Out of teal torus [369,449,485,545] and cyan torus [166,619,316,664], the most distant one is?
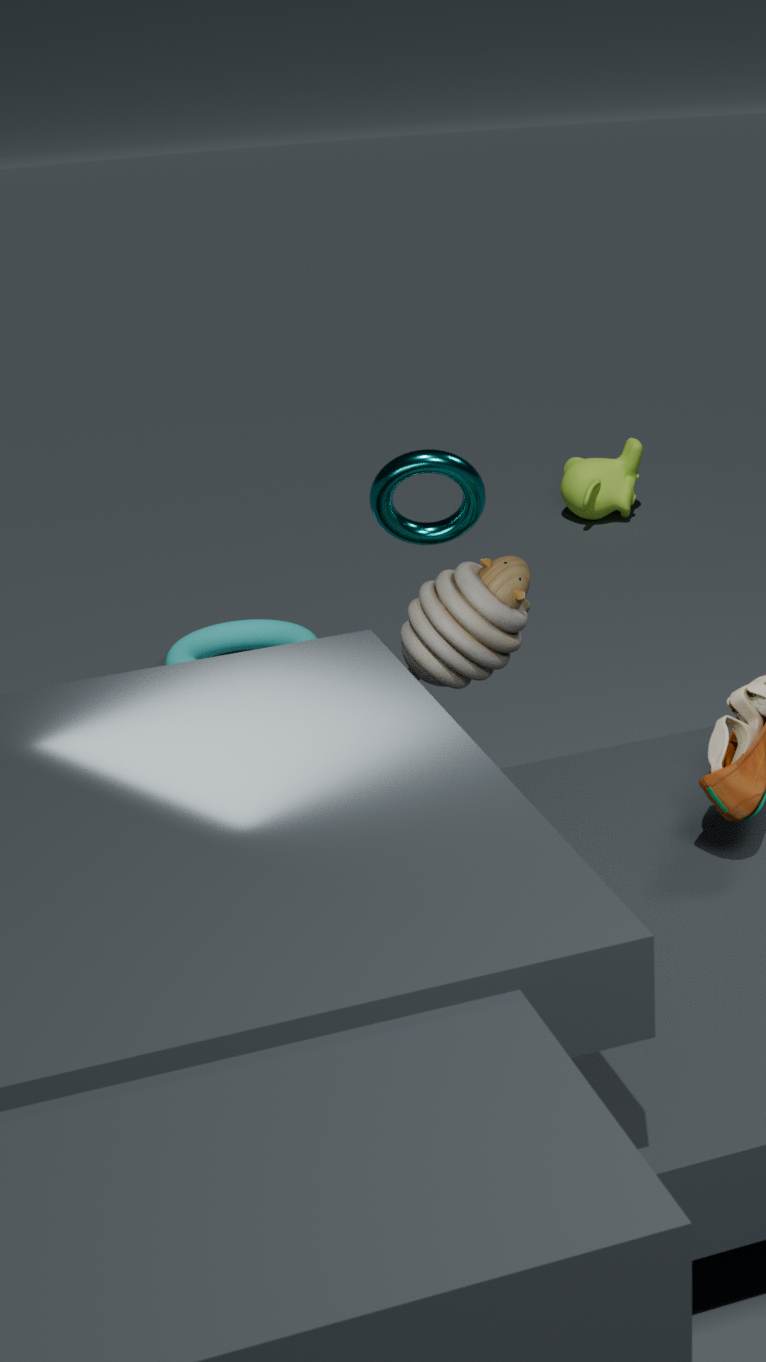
cyan torus [166,619,316,664]
